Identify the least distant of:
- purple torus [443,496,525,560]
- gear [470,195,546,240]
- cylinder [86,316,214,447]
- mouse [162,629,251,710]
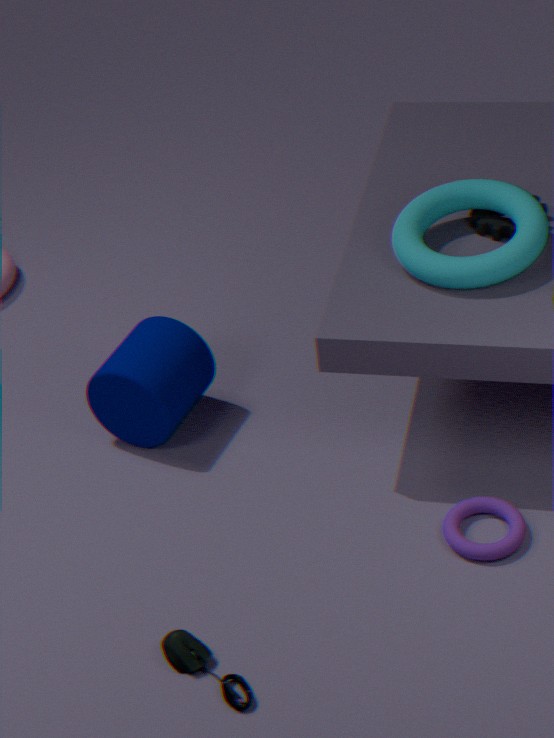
mouse [162,629,251,710]
